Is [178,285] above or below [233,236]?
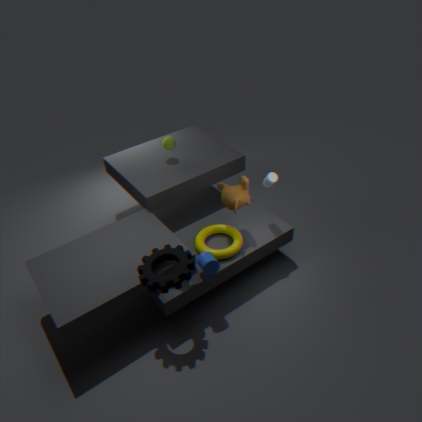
above
